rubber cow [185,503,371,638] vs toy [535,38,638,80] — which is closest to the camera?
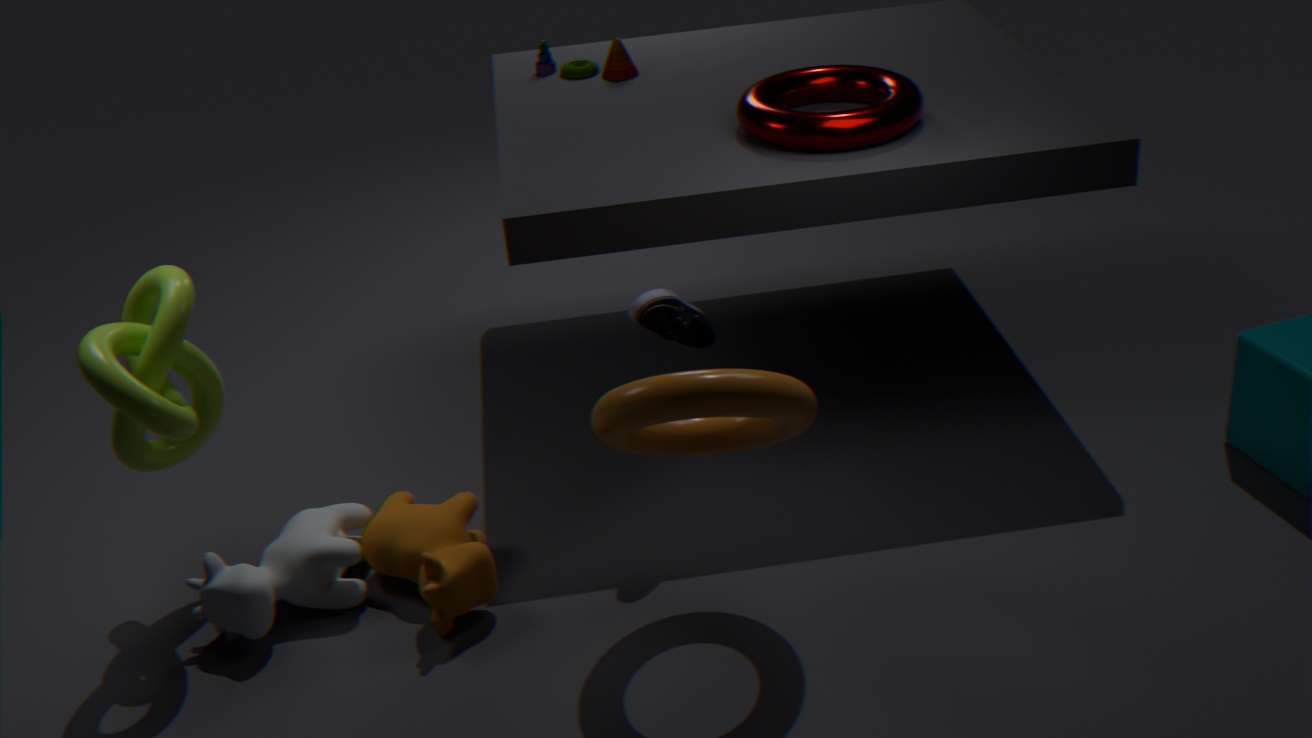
rubber cow [185,503,371,638]
